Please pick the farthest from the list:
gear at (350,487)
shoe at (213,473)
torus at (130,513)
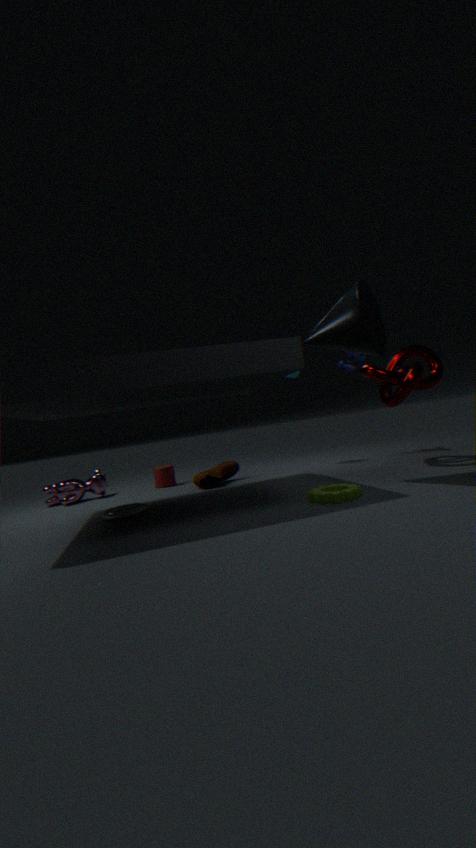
shoe at (213,473)
